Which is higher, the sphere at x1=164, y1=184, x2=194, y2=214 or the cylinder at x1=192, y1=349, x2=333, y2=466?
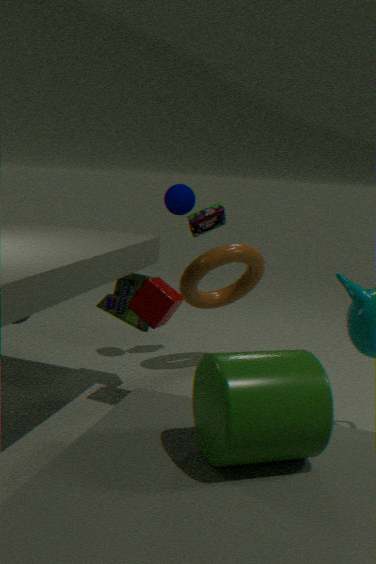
the sphere at x1=164, y1=184, x2=194, y2=214
